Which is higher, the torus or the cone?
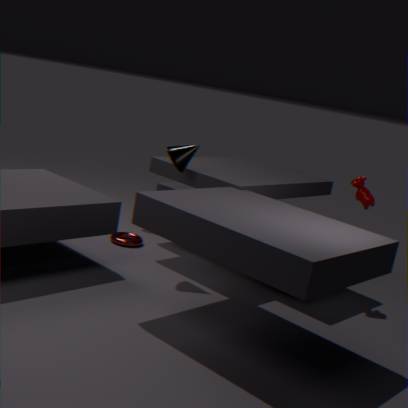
the cone
